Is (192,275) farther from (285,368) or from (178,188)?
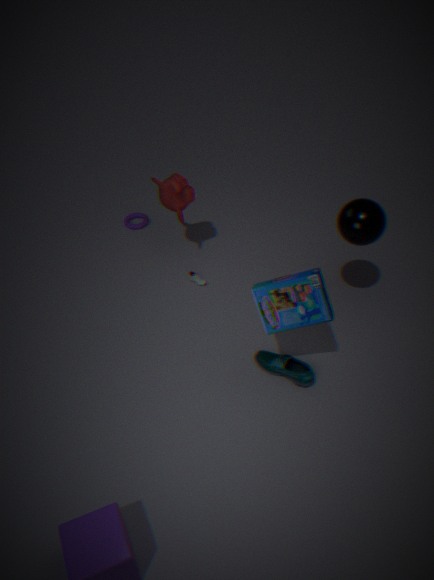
(285,368)
